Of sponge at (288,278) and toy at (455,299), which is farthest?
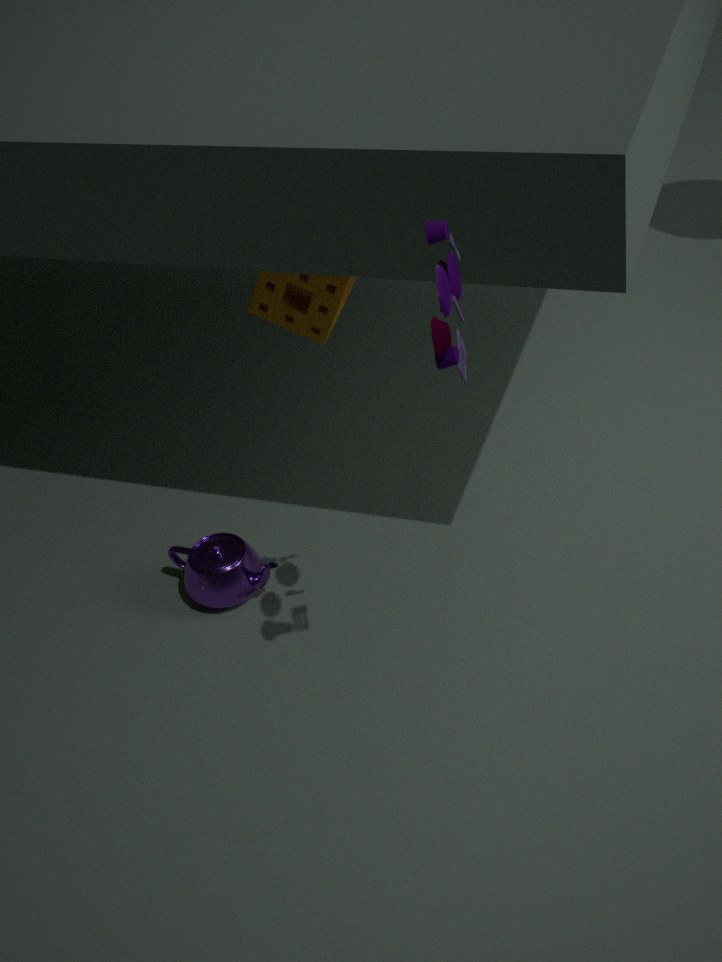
sponge at (288,278)
